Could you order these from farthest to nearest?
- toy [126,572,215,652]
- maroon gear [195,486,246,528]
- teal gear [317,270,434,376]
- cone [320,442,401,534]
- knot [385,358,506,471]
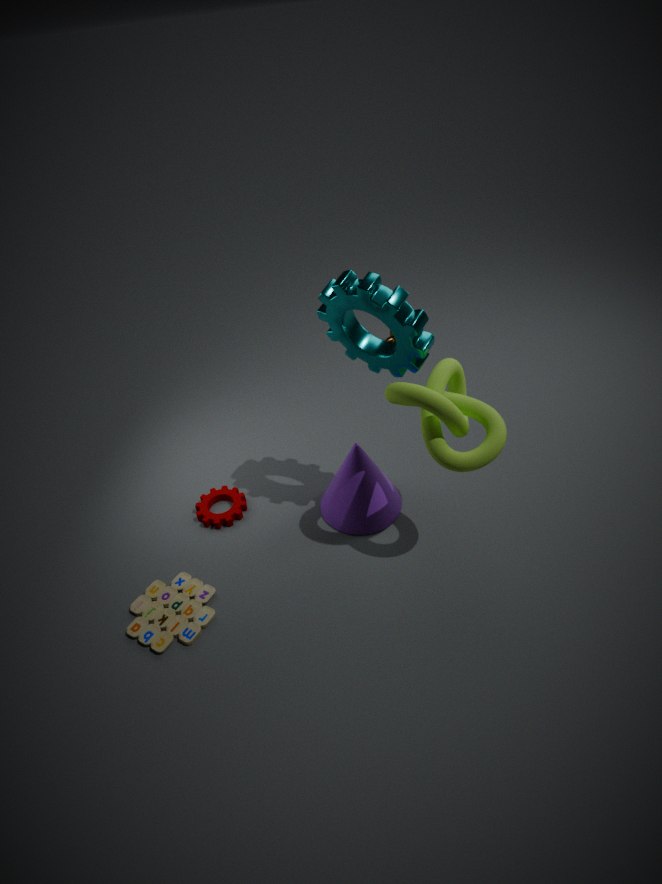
maroon gear [195,486,246,528]
cone [320,442,401,534]
toy [126,572,215,652]
teal gear [317,270,434,376]
knot [385,358,506,471]
